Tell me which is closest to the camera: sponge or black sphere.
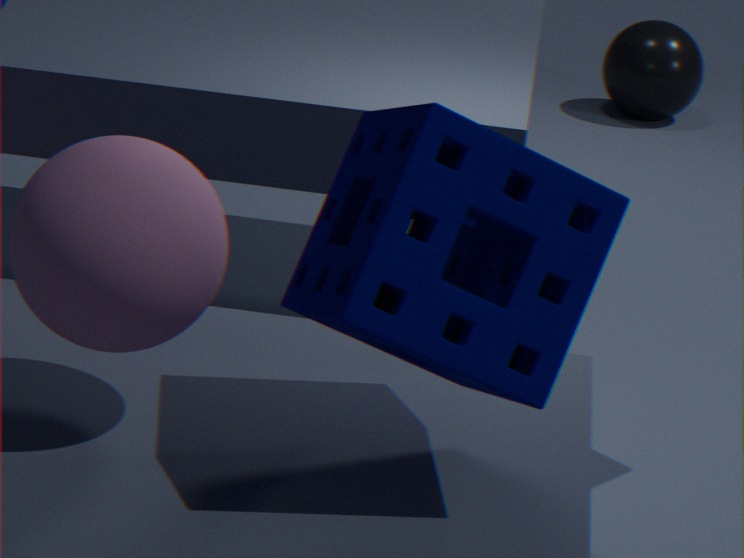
sponge
